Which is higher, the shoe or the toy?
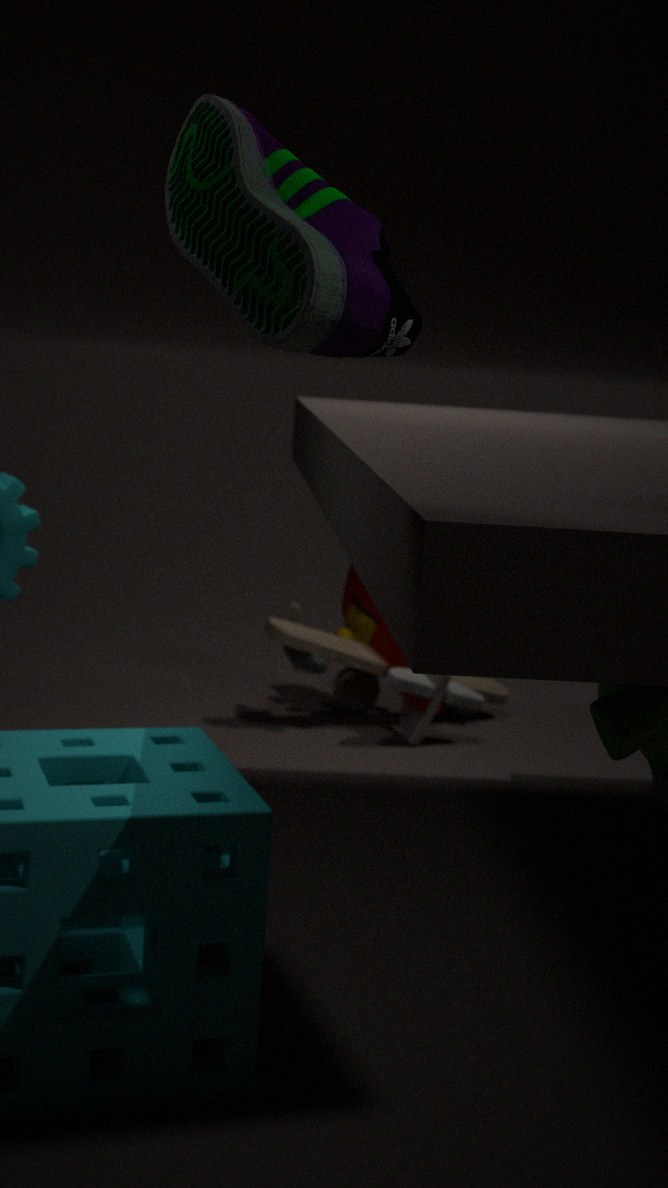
the shoe
